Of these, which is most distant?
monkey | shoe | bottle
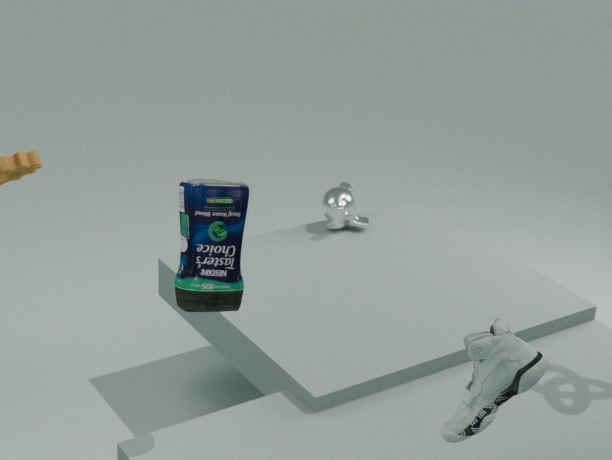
monkey
